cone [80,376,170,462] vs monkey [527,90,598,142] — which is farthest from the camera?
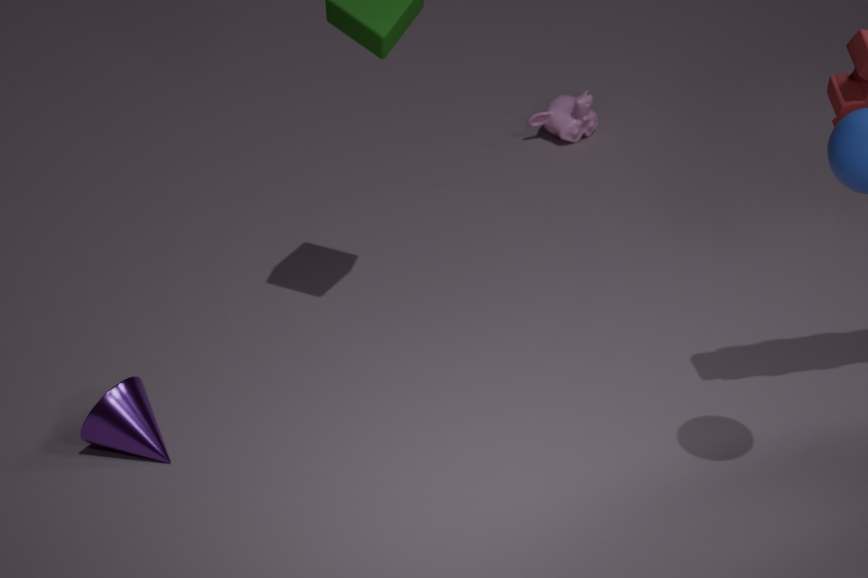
monkey [527,90,598,142]
